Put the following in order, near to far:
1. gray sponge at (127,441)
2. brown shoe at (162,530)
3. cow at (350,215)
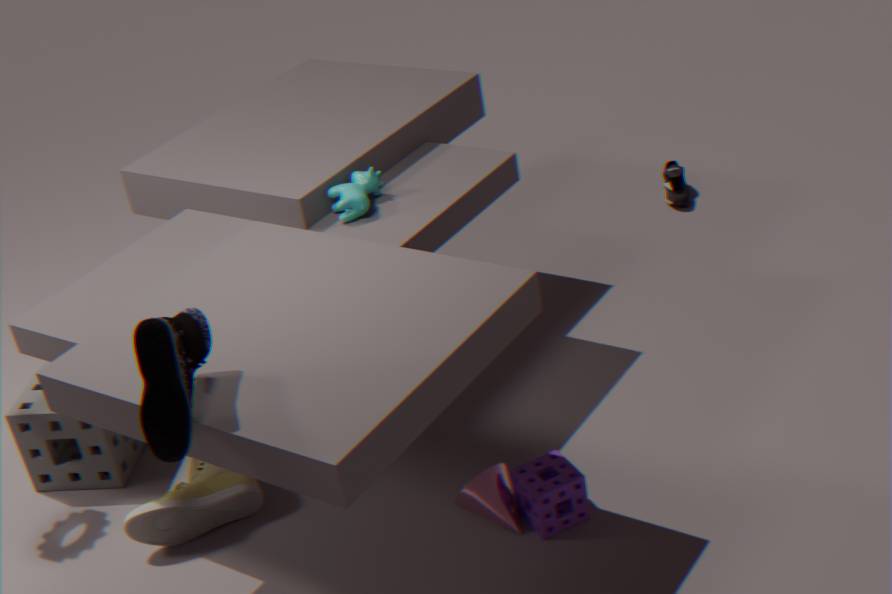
brown shoe at (162,530), cow at (350,215), gray sponge at (127,441)
